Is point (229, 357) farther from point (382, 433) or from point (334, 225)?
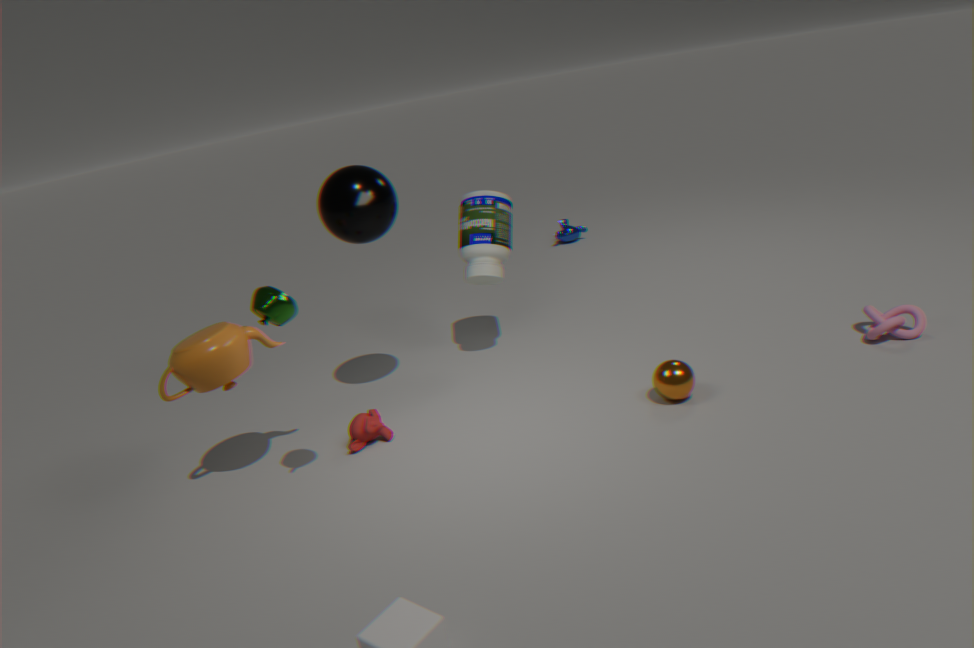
point (334, 225)
